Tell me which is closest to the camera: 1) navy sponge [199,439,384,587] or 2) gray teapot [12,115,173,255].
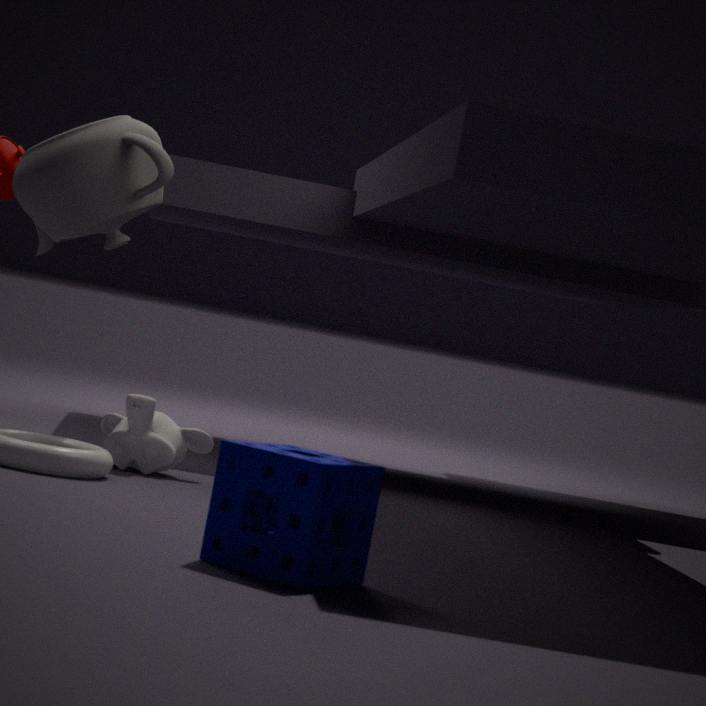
1. navy sponge [199,439,384,587]
